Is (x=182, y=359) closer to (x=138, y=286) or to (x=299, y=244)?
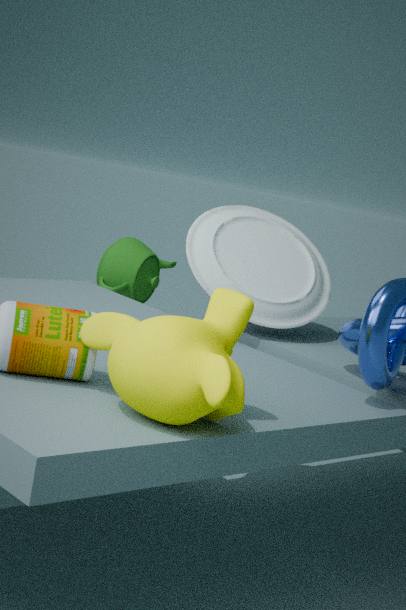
(x=299, y=244)
